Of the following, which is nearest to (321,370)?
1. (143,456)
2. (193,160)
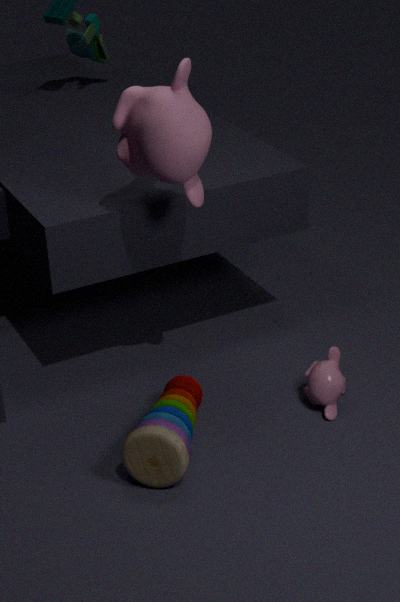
(143,456)
